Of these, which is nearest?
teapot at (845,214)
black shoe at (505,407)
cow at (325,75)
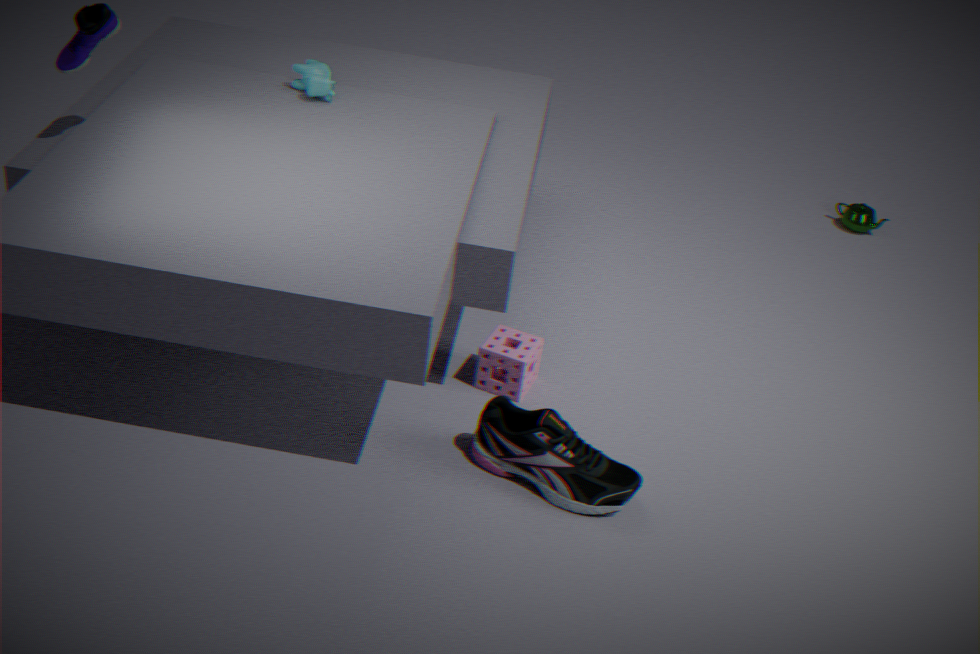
black shoe at (505,407)
